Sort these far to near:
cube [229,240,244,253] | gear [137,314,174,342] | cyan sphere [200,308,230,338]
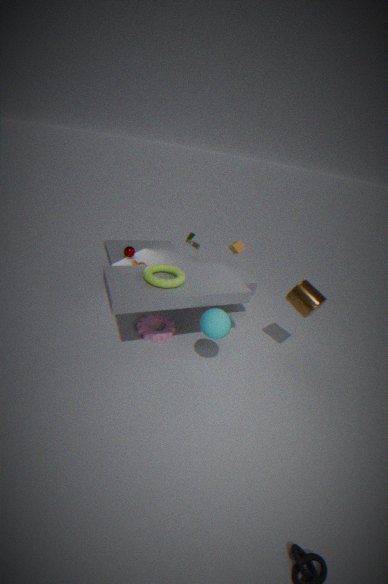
cube [229,240,244,253] < gear [137,314,174,342] < cyan sphere [200,308,230,338]
